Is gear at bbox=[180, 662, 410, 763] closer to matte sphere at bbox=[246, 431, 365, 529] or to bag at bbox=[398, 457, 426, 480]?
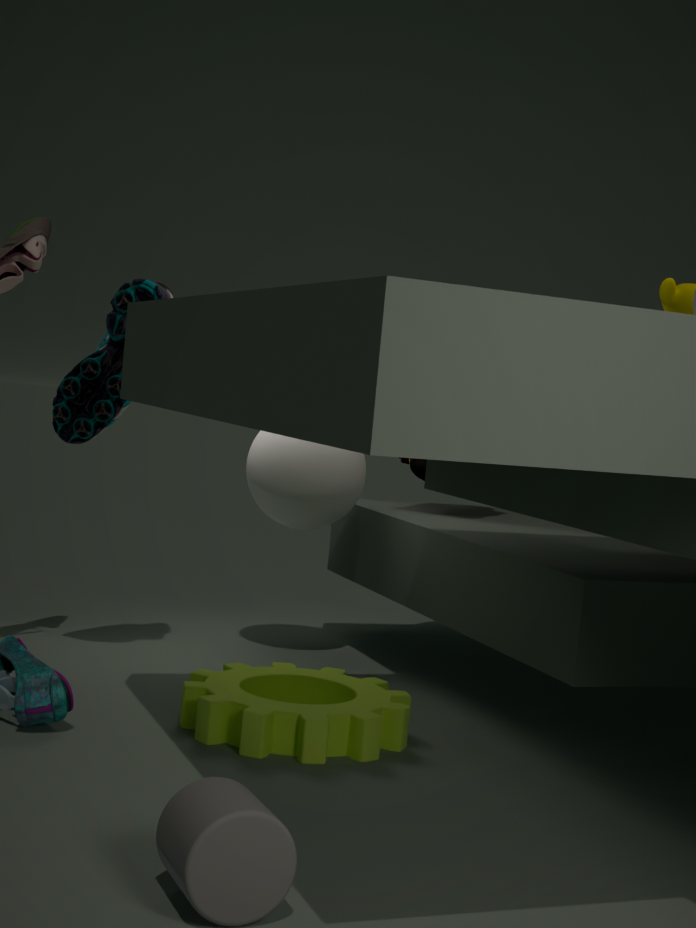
matte sphere at bbox=[246, 431, 365, 529]
